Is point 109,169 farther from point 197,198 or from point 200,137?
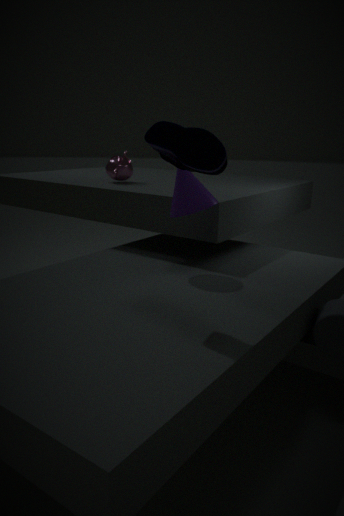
point 200,137
